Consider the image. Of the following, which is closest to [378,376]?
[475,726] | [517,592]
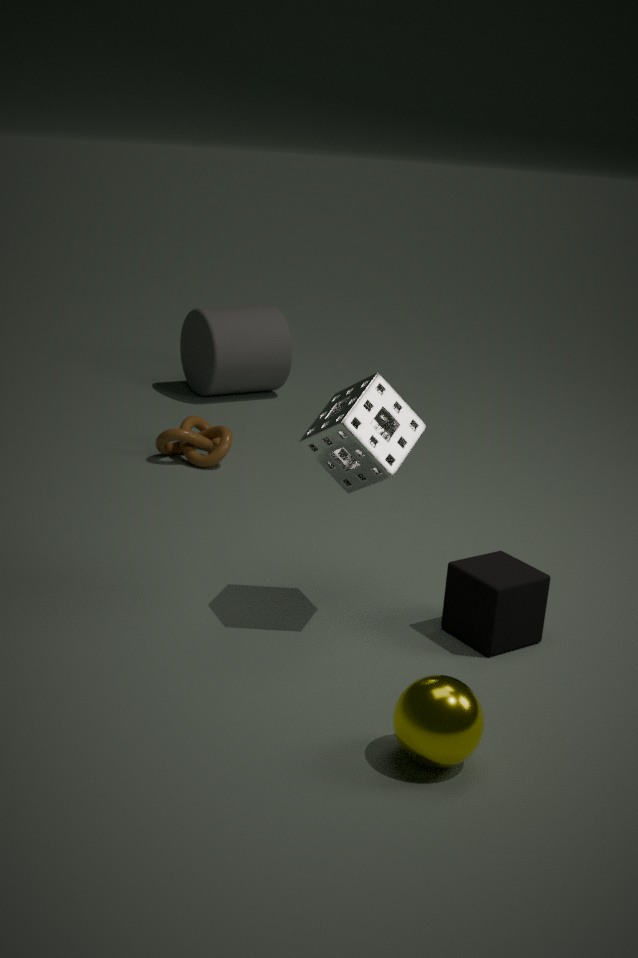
[517,592]
